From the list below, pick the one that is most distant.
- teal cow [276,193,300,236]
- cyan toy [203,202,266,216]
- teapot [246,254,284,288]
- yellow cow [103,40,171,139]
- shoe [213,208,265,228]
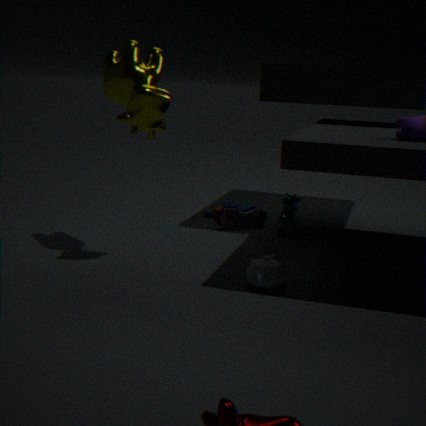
cyan toy [203,202,266,216]
